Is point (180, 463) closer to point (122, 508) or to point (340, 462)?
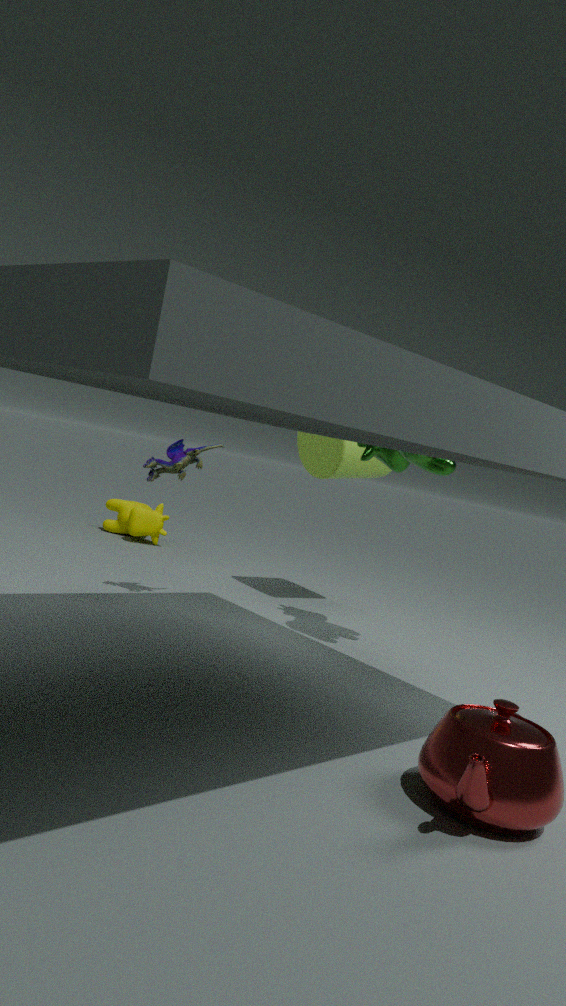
point (340, 462)
